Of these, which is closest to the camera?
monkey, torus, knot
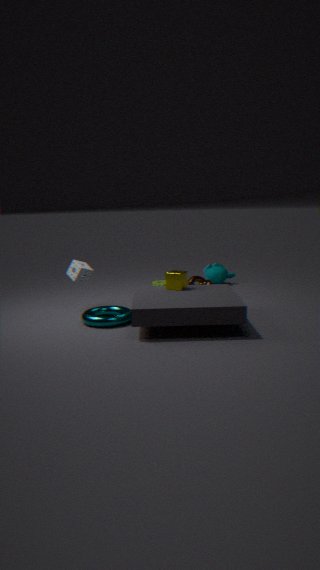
torus
